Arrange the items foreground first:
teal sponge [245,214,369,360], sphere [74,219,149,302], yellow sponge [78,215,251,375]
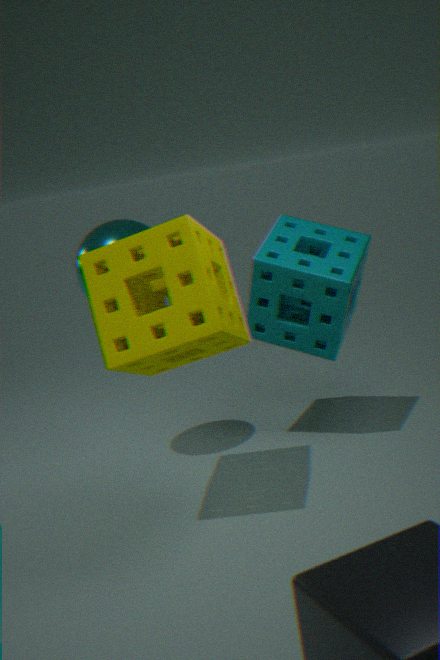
yellow sponge [78,215,251,375] → sphere [74,219,149,302] → teal sponge [245,214,369,360]
